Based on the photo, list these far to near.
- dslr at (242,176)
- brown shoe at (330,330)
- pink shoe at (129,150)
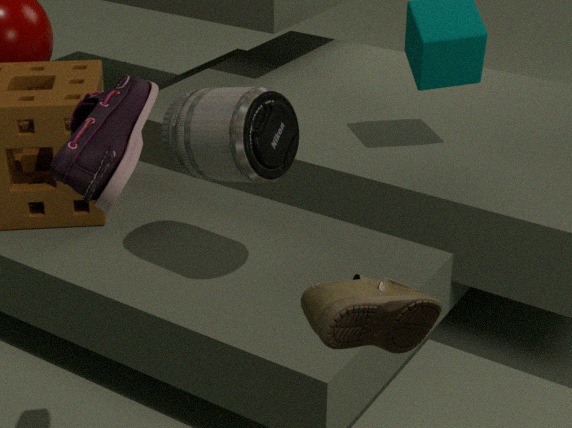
dslr at (242,176) < brown shoe at (330,330) < pink shoe at (129,150)
